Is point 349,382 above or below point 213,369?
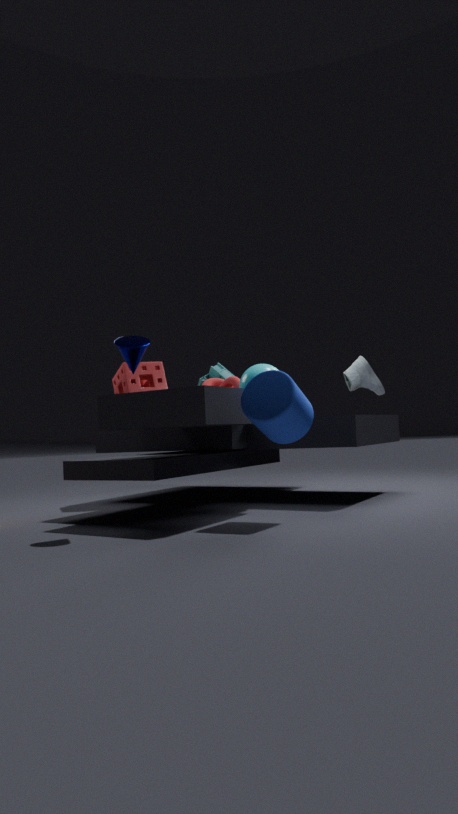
below
